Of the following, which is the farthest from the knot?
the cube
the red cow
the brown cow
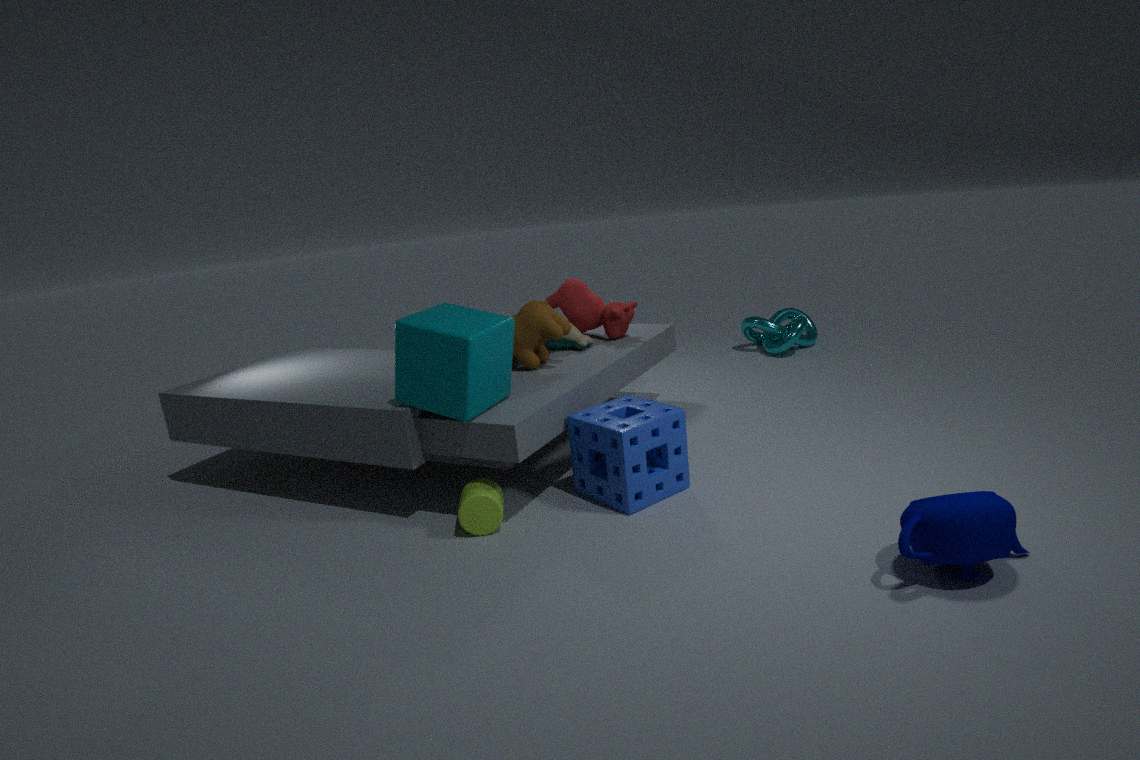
the cube
